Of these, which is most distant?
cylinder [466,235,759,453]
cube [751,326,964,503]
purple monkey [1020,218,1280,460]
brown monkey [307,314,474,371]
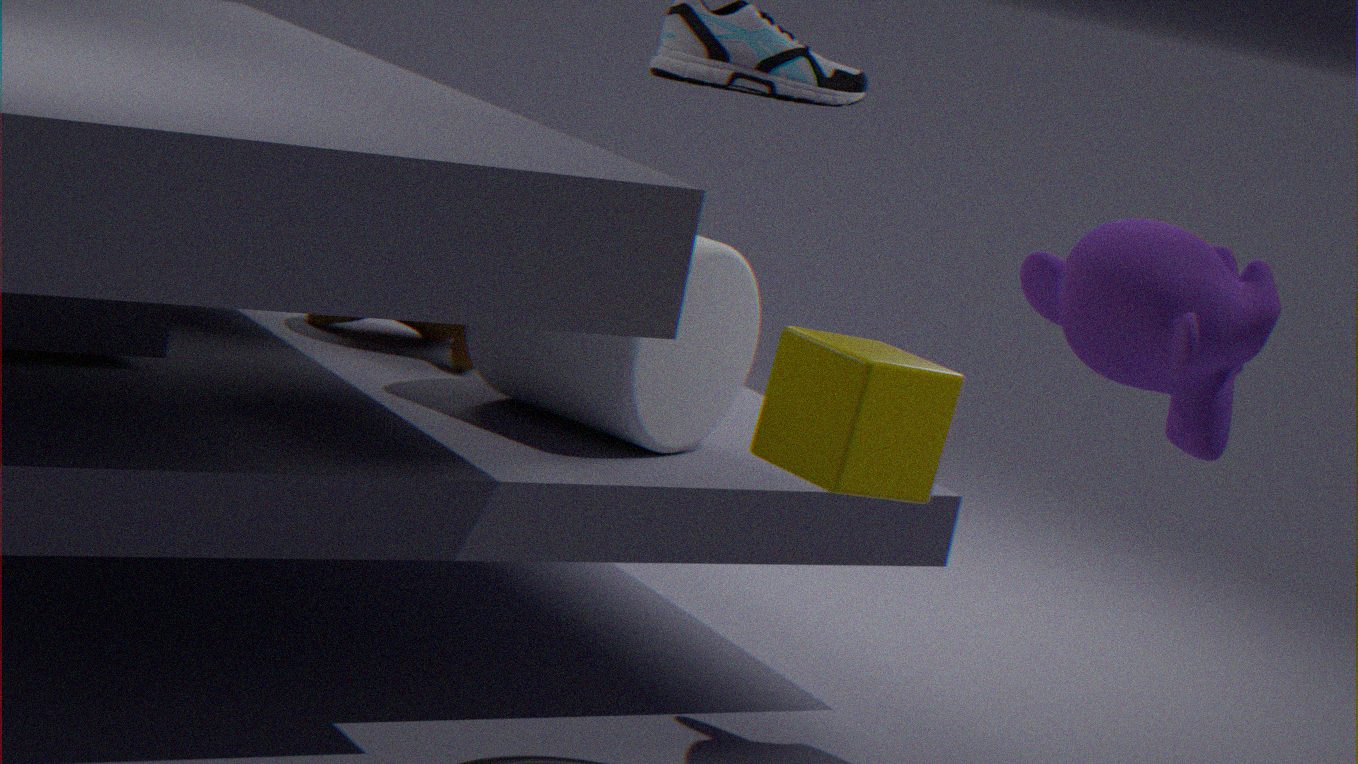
brown monkey [307,314,474,371]
